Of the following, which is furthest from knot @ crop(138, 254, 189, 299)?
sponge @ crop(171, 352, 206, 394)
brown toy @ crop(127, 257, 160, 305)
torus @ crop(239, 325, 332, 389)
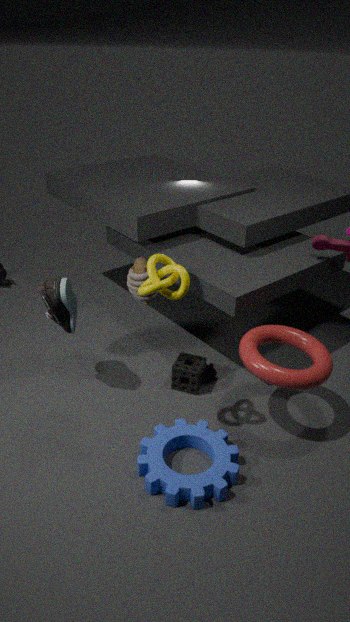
Result: sponge @ crop(171, 352, 206, 394)
